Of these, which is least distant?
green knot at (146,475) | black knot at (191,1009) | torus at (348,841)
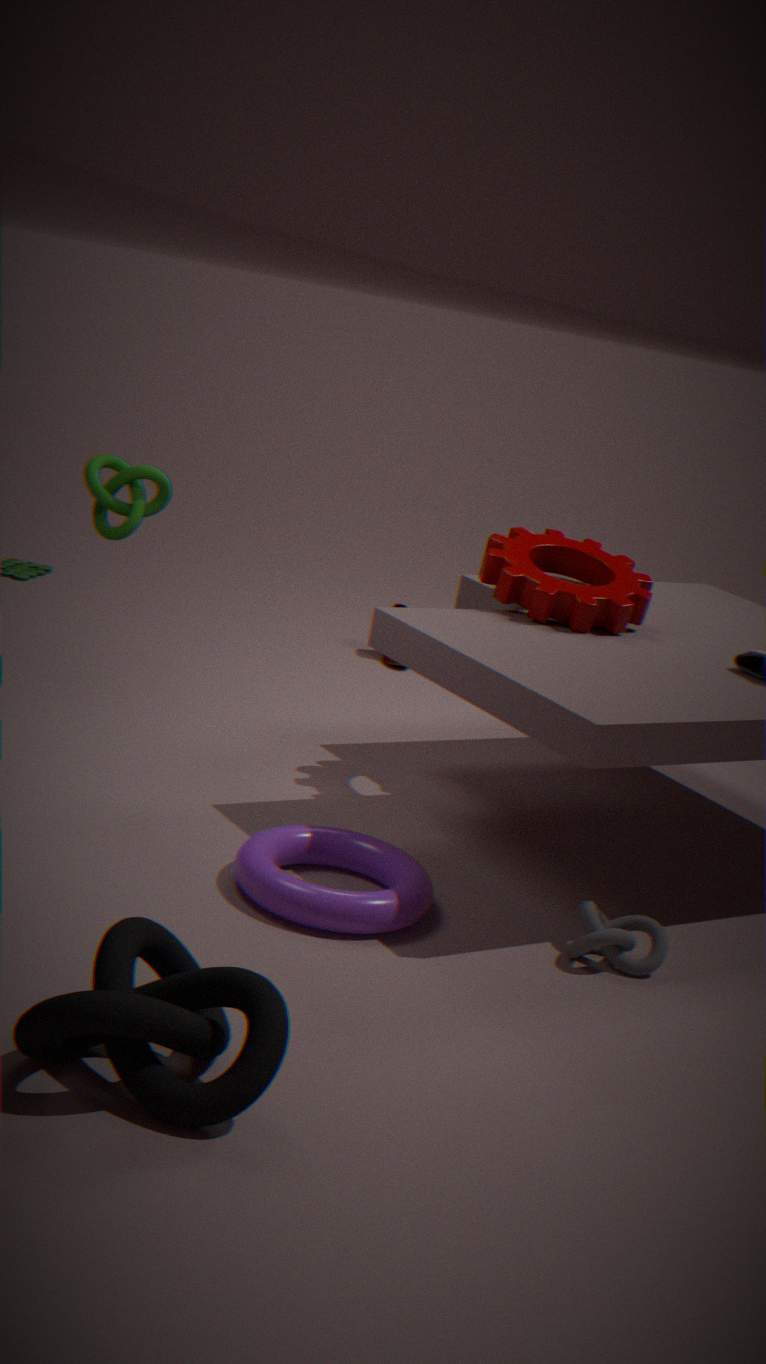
black knot at (191,1009)
